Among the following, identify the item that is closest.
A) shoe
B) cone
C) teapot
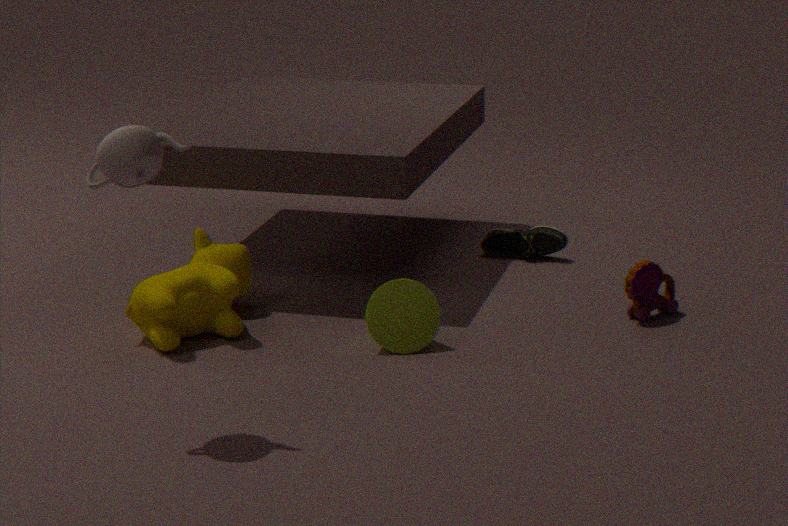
teapot
